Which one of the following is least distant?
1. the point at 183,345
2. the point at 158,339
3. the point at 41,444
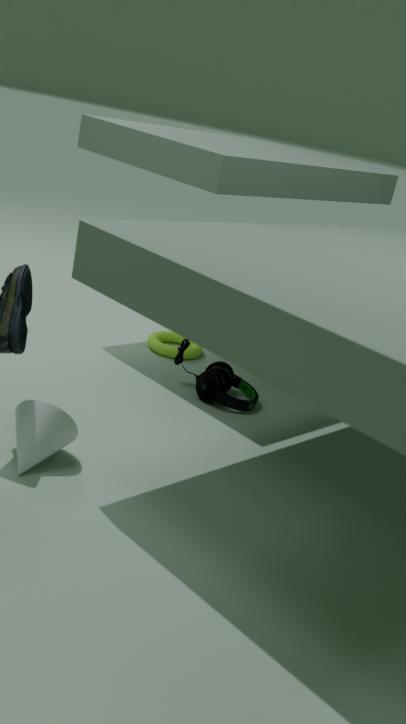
the point at 41,444
